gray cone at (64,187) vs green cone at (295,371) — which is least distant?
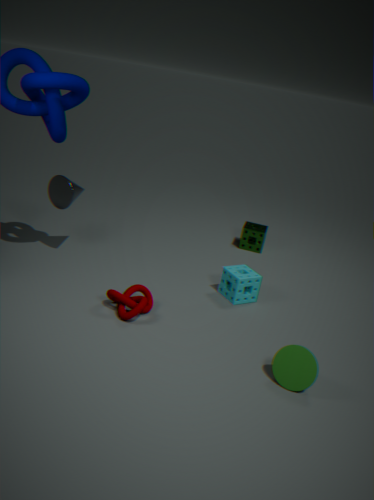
green cone at (295,371)
